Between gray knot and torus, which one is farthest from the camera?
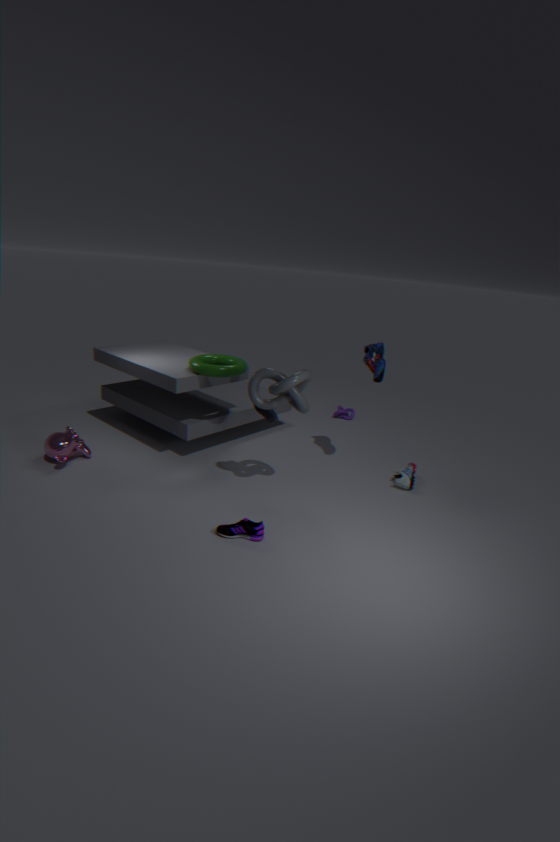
torus
